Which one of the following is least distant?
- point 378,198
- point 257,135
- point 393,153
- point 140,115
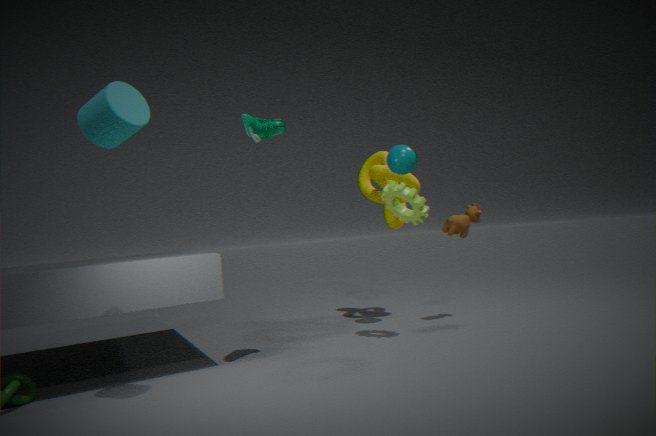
point 140,115
